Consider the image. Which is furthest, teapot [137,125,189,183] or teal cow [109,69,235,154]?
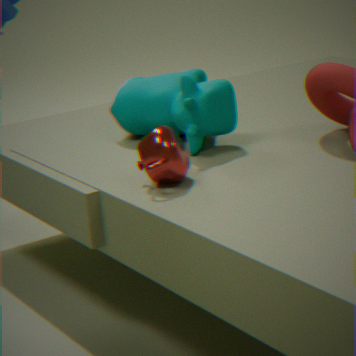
teal cow [109,69,235,154]
